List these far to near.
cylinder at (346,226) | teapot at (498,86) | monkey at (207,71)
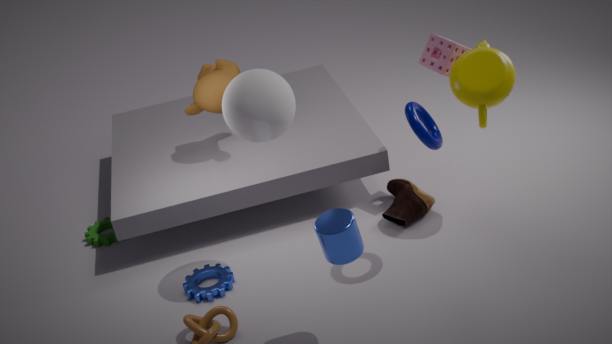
1. monkey at (207,71)
2. teapot at (498,86)
3. cylinder at (346,226)
